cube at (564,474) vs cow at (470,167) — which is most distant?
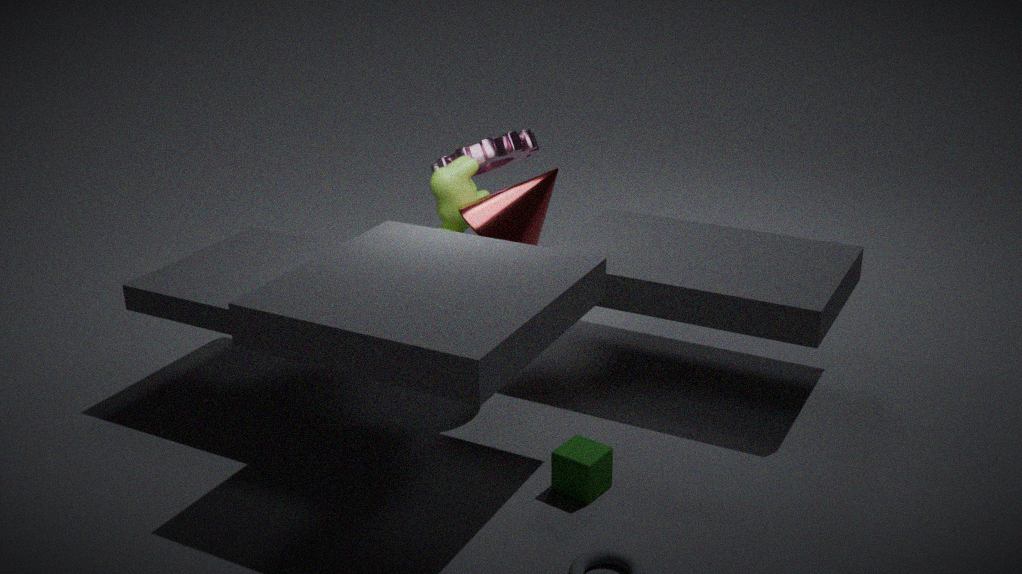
cow at (470,167)
